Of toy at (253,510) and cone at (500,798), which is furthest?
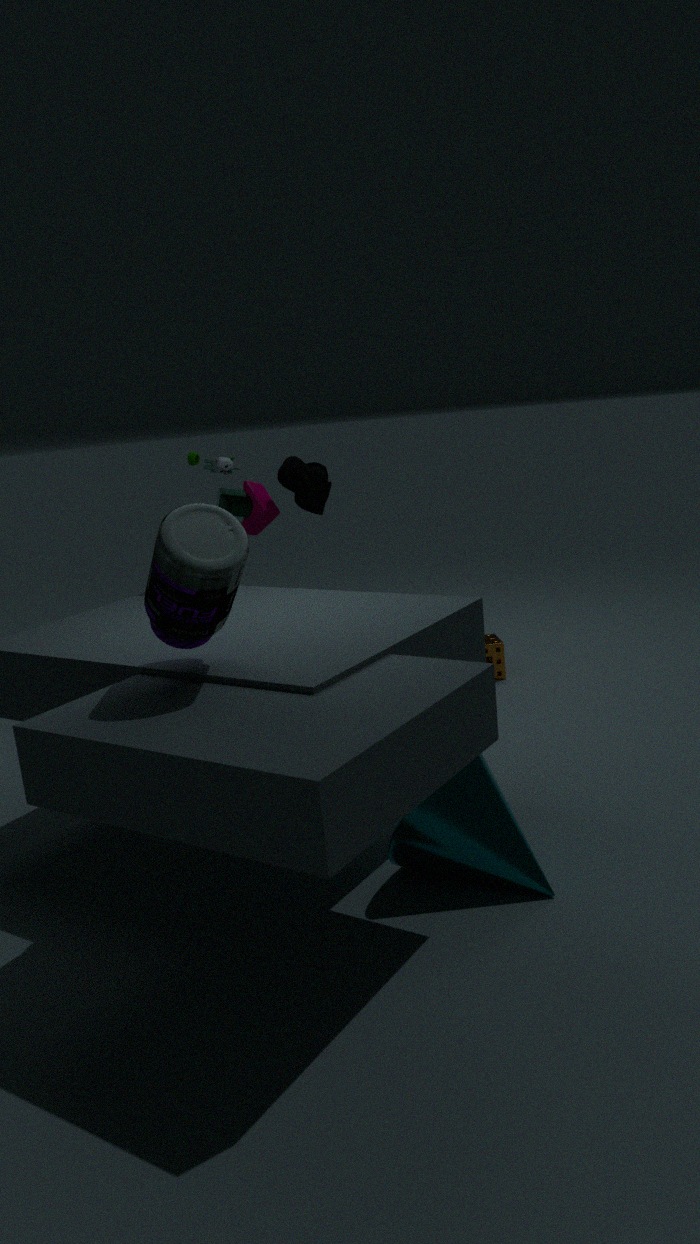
toy at (253,510)
